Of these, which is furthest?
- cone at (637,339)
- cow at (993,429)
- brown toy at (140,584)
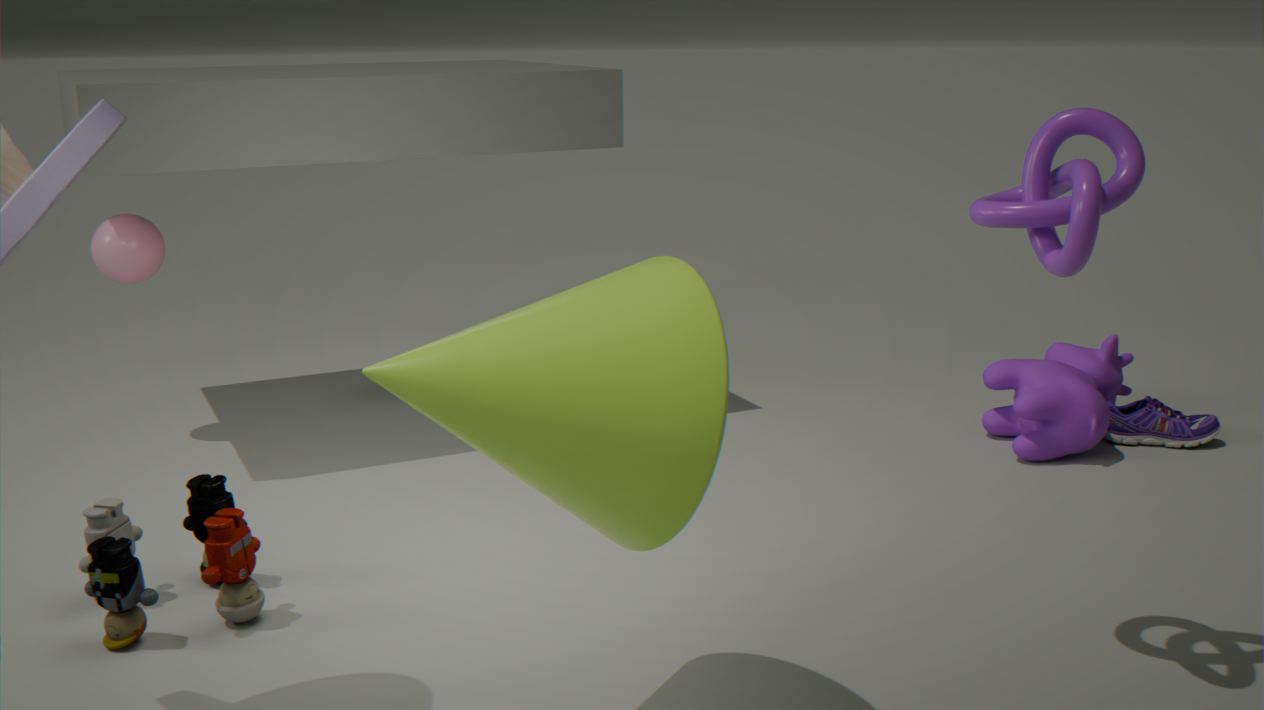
Result: cow at (993,429)
